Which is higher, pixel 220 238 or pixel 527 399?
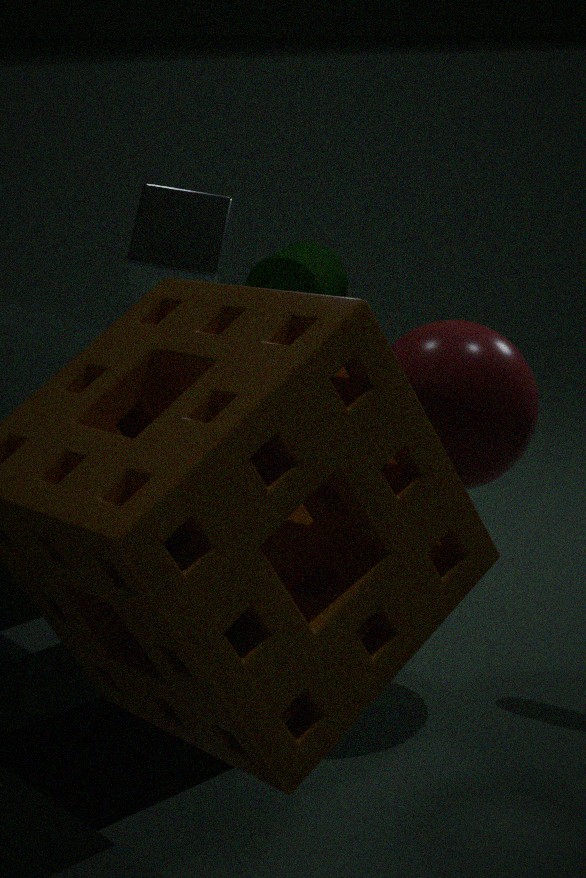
pixel 220 238
